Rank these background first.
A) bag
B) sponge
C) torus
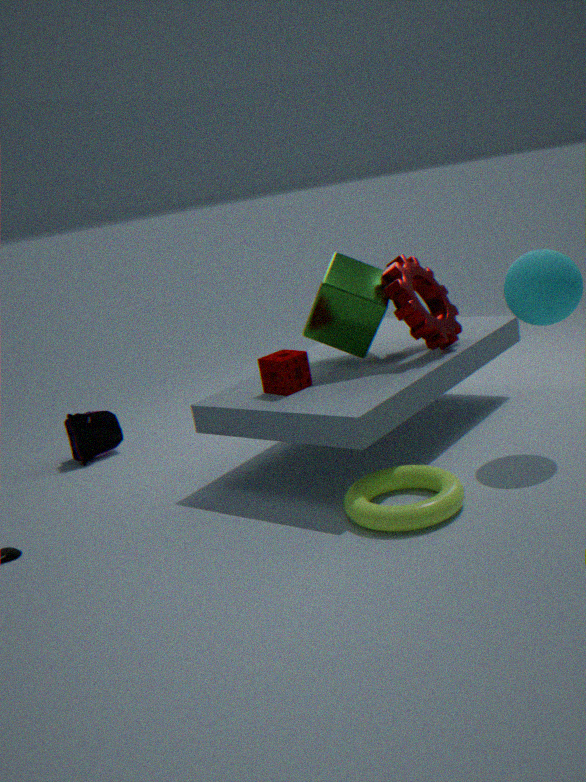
bag < sponge < torus
